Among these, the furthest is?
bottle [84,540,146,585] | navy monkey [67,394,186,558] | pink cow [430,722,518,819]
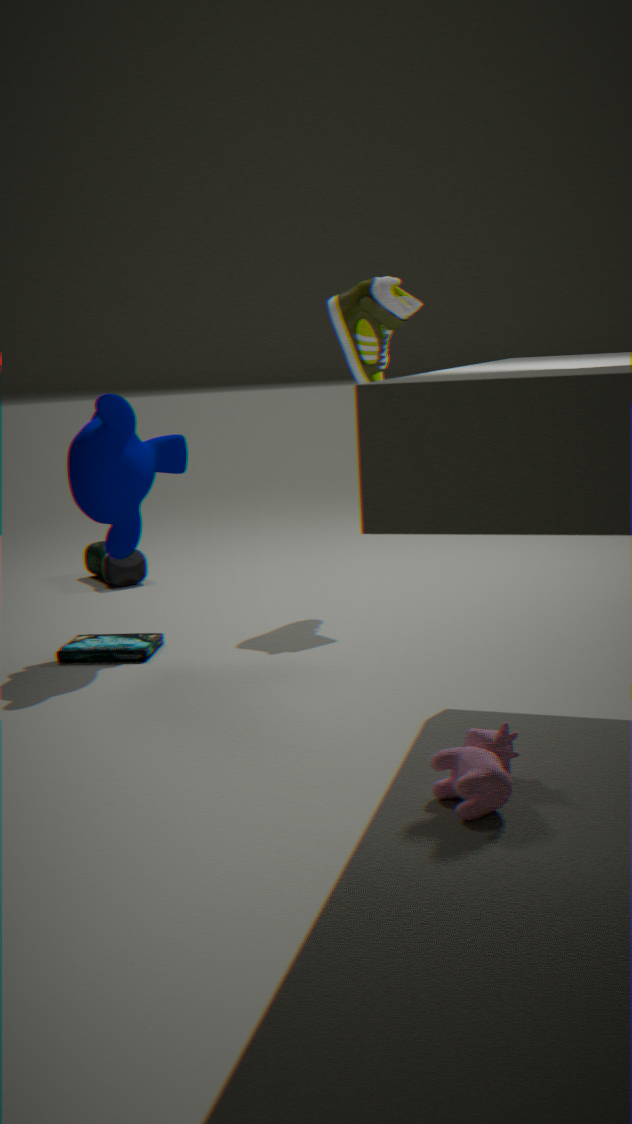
bottle [84,540,146,585]
